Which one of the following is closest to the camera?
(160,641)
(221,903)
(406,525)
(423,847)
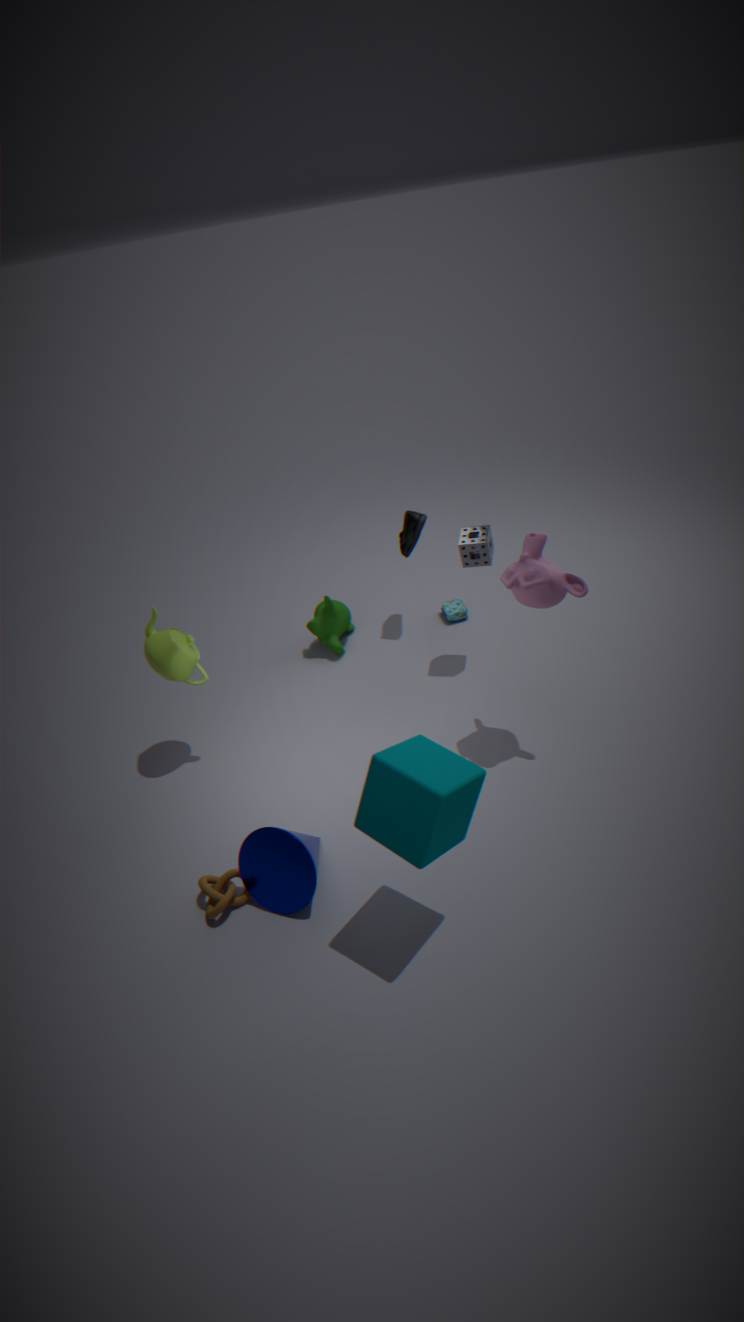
(423,847)
